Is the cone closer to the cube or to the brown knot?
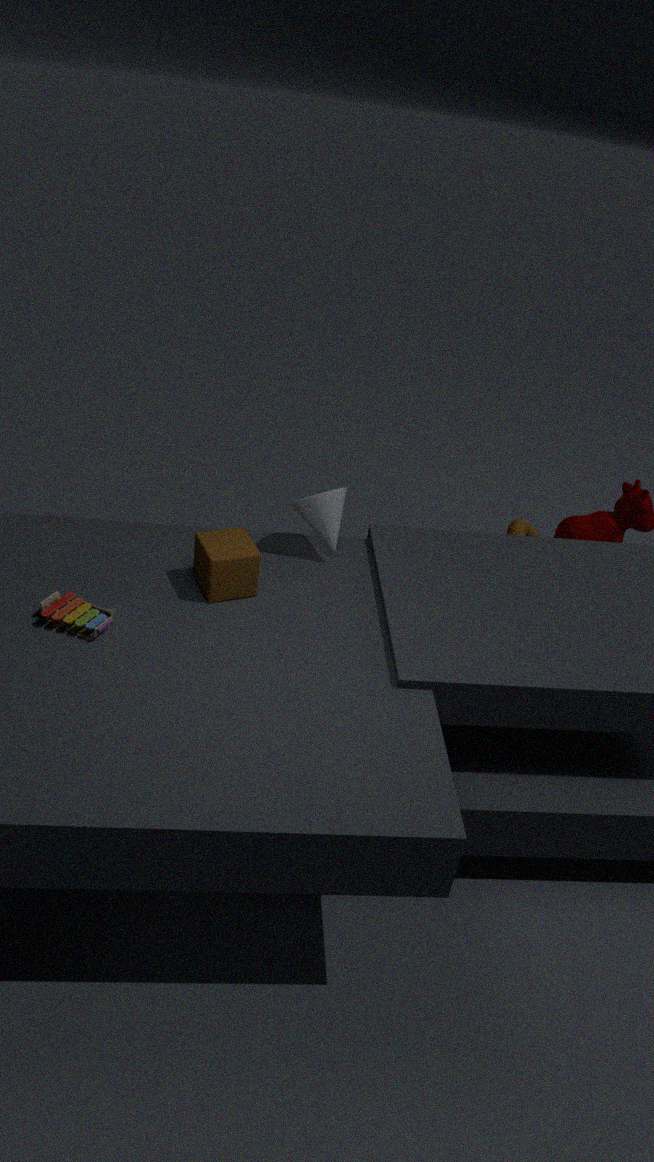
the cube
